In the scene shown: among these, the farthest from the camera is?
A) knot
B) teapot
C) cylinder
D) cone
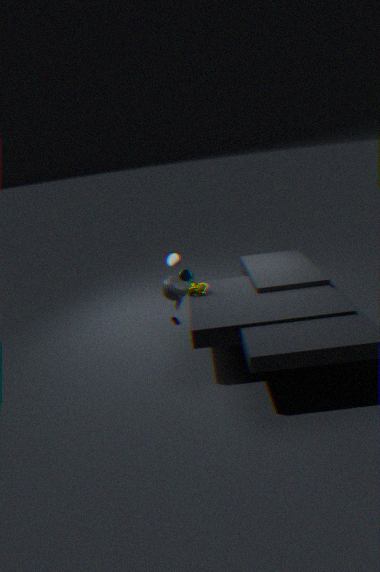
D. cone
